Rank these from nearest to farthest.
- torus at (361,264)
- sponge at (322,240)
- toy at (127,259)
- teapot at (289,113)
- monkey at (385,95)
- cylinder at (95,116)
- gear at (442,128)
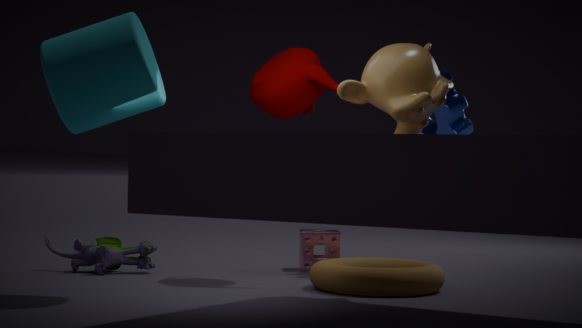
cylinder at (95,116)
monkey at (385,95)
torus at (361,264)
teapot at (289,113)
toy at (127,259)
gear at (442,128)
sponge at (322,240)
